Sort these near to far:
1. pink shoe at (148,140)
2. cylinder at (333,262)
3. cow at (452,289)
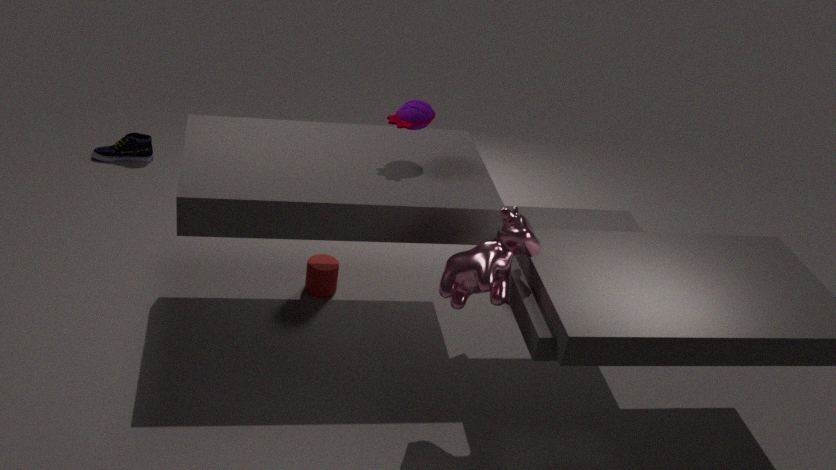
cow at (452,289)
cylinder at (333,262)
pink shoe at (148,140)
